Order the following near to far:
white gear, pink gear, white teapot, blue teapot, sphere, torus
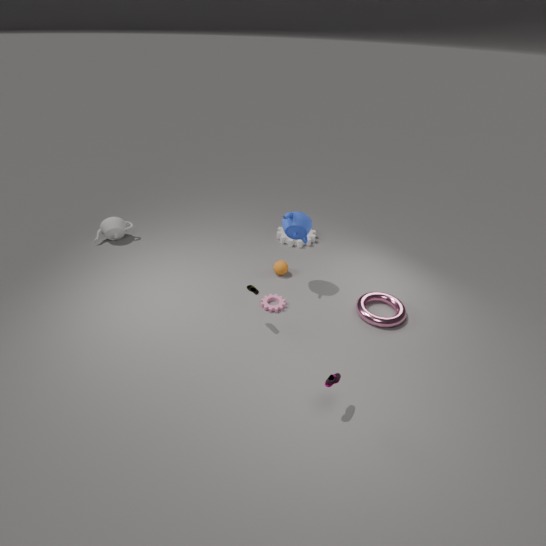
torus
blue teapot
pink gear
sphere
white teapot
white gear
